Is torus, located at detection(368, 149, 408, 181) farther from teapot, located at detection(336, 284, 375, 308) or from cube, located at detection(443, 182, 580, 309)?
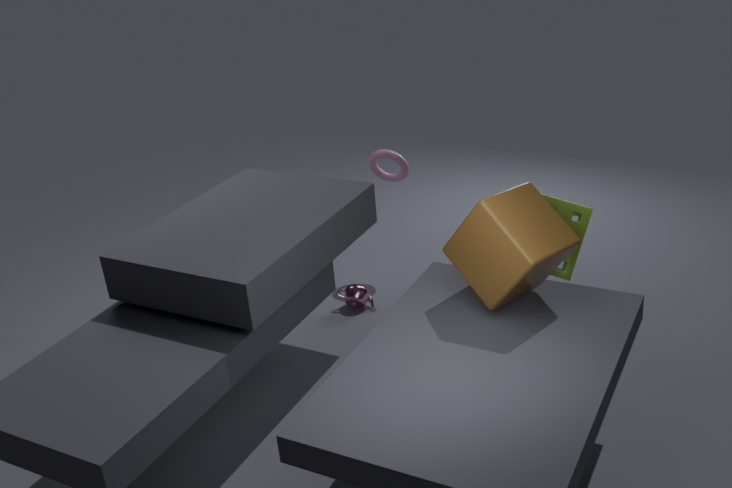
cube, located at detection(443, 182, 580, 309)
